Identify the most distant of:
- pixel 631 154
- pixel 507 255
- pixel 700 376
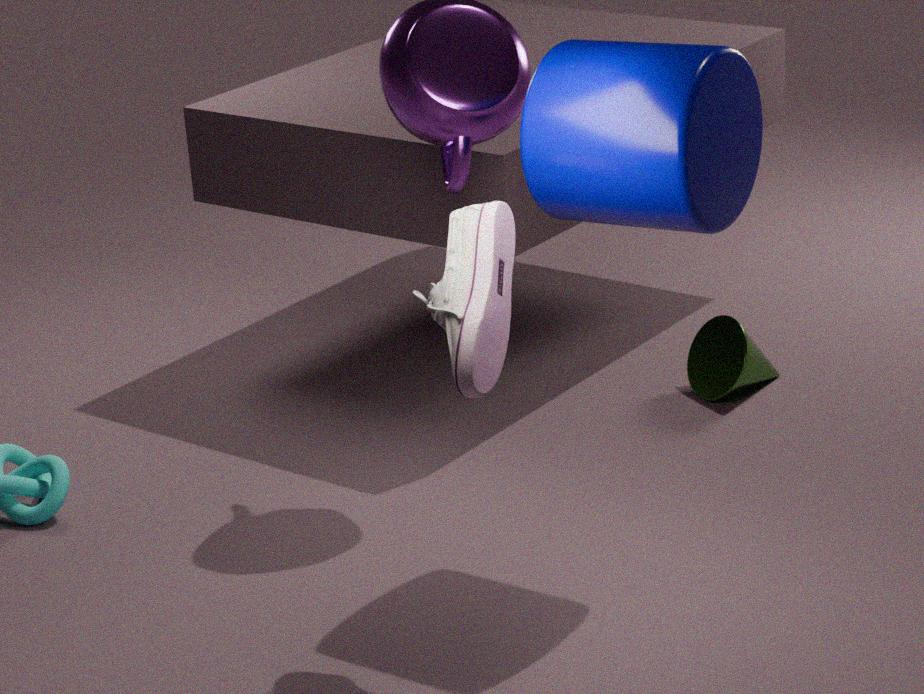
pixel 700 376
